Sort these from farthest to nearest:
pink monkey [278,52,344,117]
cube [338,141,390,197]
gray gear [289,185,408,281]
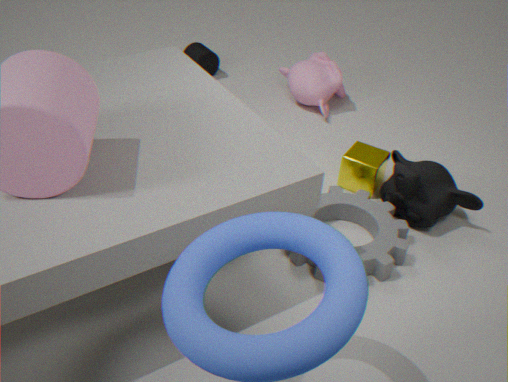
pink monkey [278,52,344,117] < cube [338,141,390,197] < gray gear [289,185,408,281]
